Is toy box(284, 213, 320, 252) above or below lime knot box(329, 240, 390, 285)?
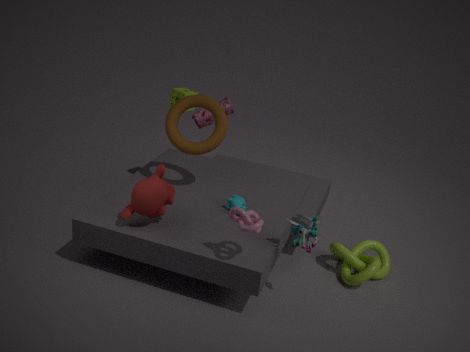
above
